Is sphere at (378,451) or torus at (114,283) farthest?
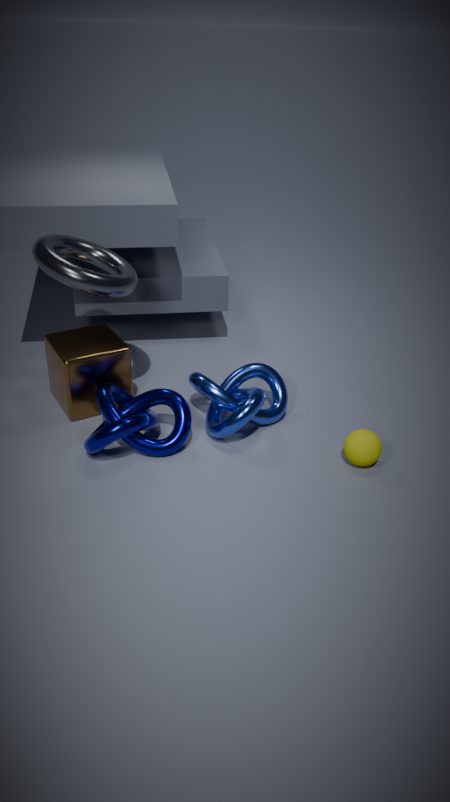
sphere at (378,451)
